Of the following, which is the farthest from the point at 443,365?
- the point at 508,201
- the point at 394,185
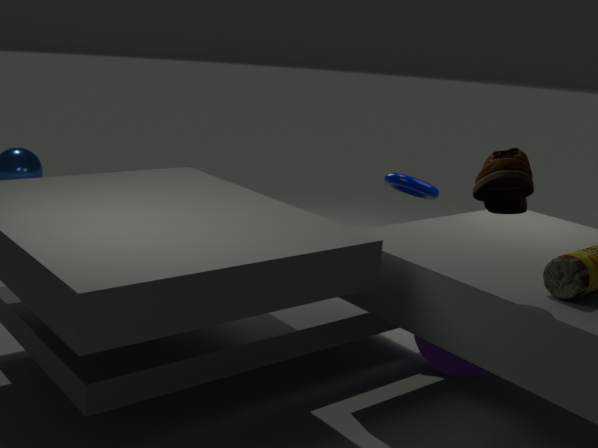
the point at 508,201
